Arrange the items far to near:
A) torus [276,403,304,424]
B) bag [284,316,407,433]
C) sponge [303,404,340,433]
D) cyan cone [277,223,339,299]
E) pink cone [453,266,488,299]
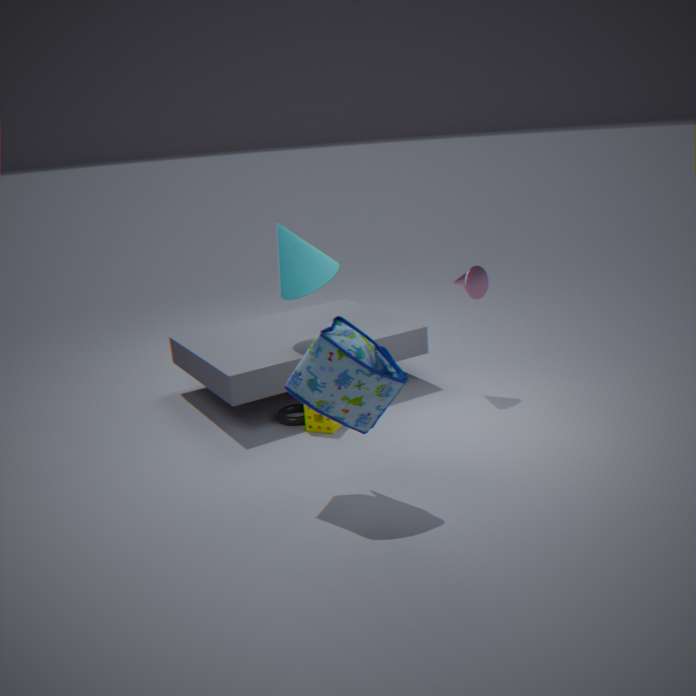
pink cone [453,266,488,299] → cyan cone [277,223,339,299] → torus [276,403,304,424] → sponge [303,404,340,433] → bag [284,316,407,433]
